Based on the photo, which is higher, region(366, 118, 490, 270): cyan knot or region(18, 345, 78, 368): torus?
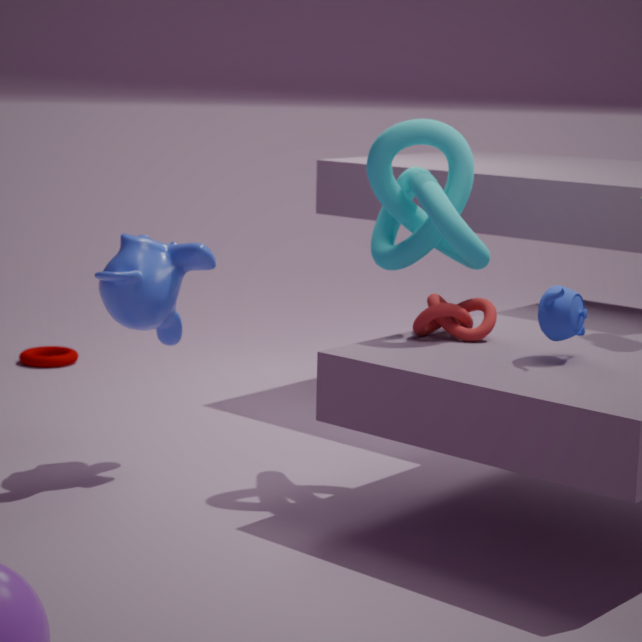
region(366, 118, 490, 270): cyan knot
